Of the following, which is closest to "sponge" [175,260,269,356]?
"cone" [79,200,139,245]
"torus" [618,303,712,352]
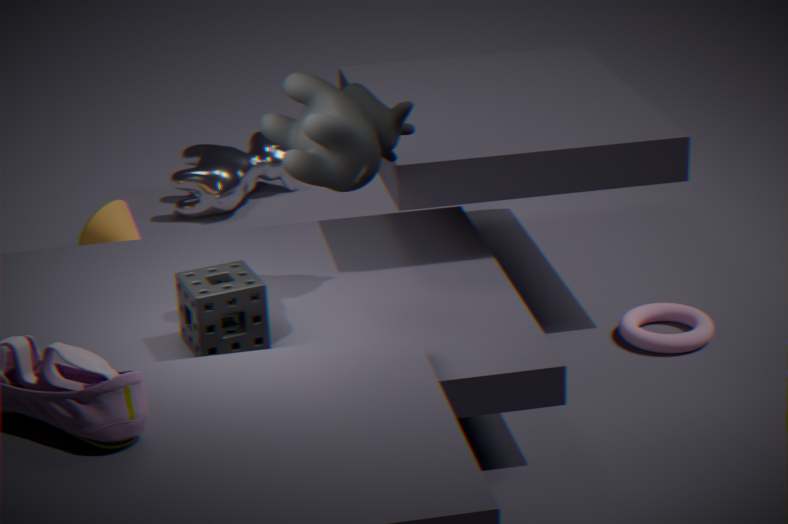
"torus" [618,303,712,352]
